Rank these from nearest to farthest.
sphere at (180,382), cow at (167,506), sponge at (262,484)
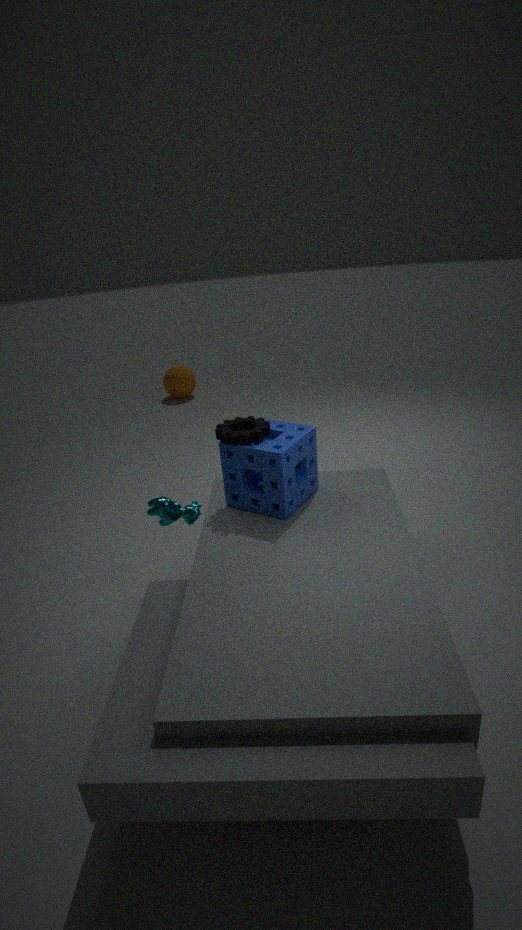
sponge at (262,484), cow at (167,506), sphere at (180,382)
